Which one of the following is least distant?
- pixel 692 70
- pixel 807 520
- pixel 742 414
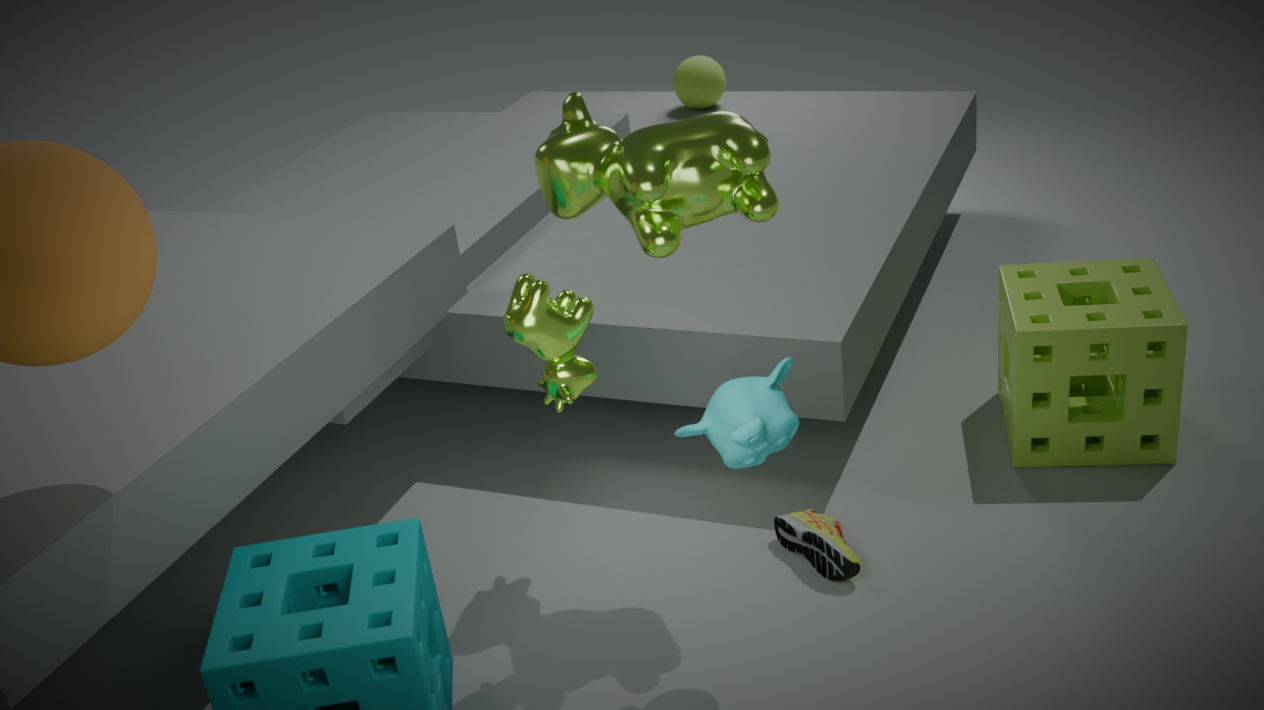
pixel 742 414
